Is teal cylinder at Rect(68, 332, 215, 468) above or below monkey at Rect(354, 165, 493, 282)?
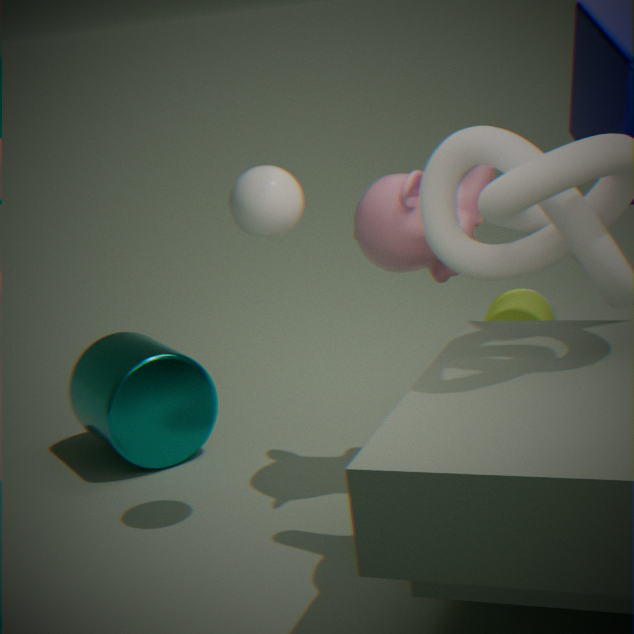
below
